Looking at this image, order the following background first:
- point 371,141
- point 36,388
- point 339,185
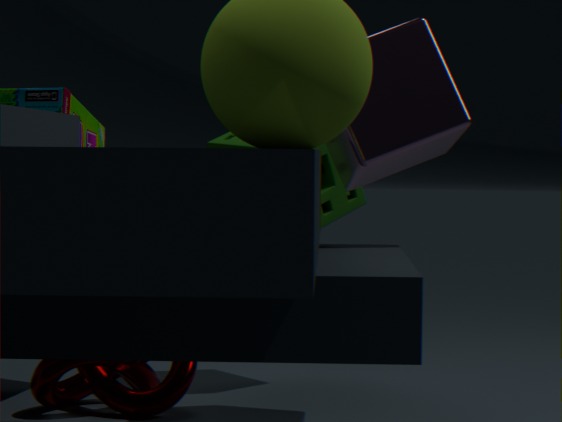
1. point 339,185
2. point 36,388
3. point 371,141
